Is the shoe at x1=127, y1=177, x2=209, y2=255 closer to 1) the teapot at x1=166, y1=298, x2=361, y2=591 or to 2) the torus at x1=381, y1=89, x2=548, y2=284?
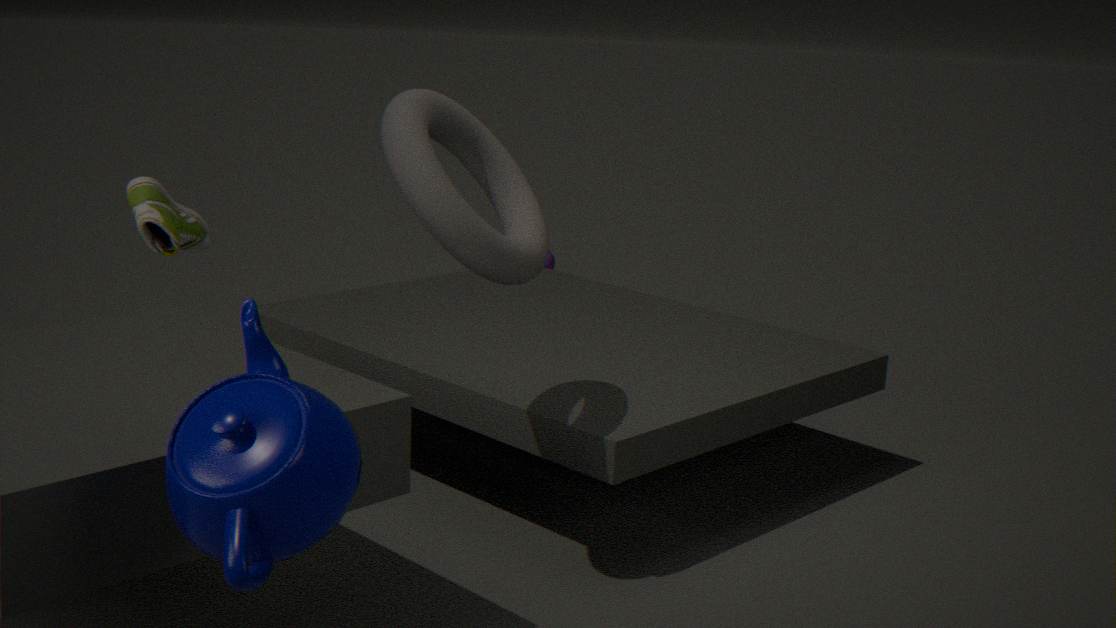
2) the torus at x1=381, y1=89, x2=548, y2=284
